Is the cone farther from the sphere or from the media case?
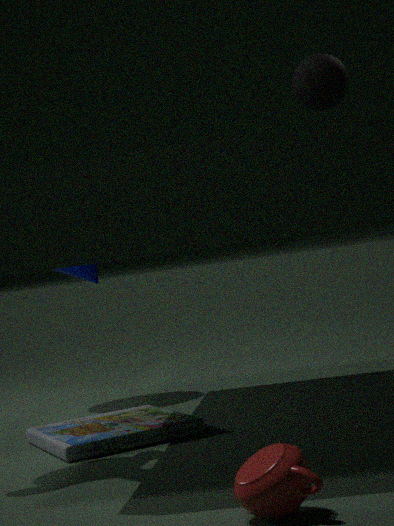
the sphere
